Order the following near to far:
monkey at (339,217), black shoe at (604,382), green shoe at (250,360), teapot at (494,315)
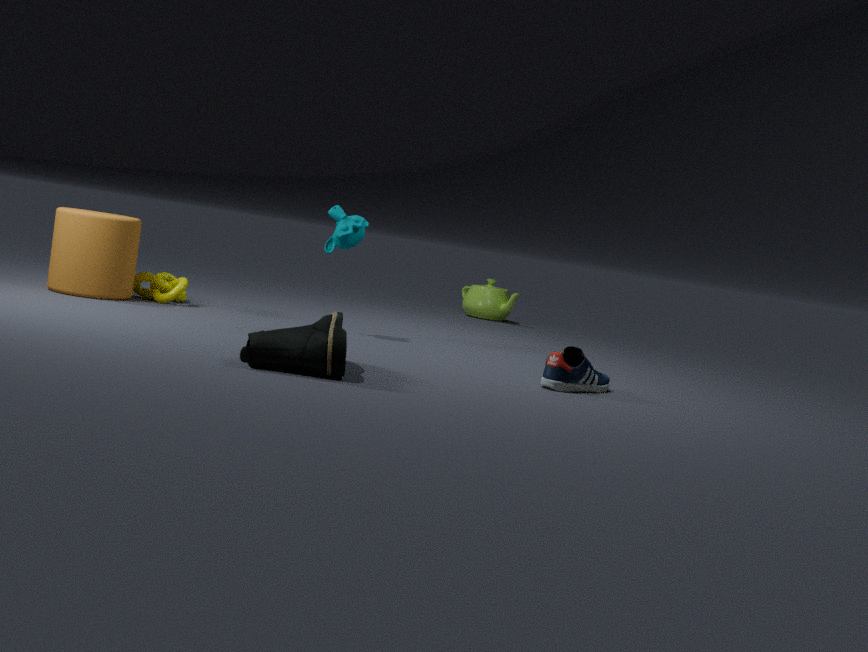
1. green shoe at (250,360)
2. black shoe at (604,382)
3. monkey at (339,217)
4. teapot at (494,315)
